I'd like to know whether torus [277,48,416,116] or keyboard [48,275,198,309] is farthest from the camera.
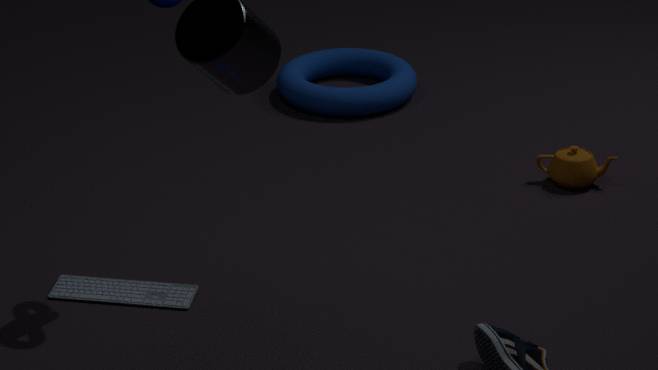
torus [277,48,416,116]
